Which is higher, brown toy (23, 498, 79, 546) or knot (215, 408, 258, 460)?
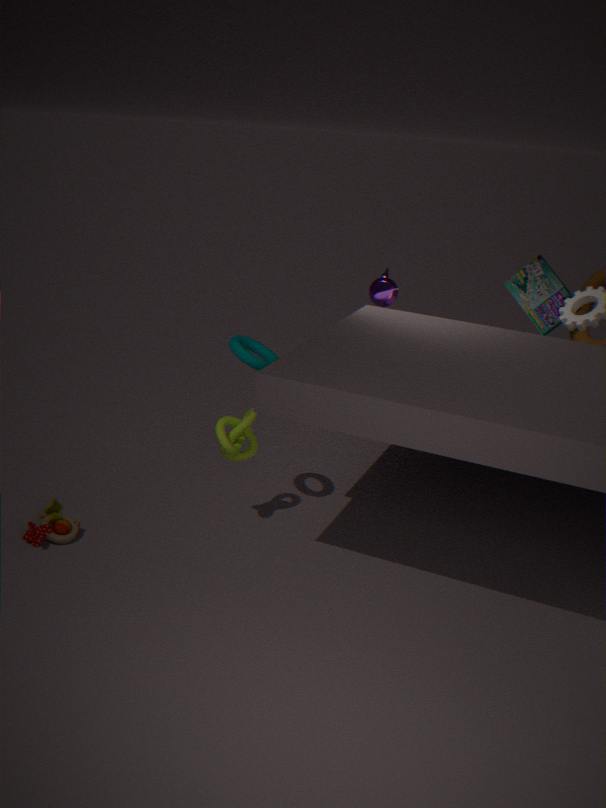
knot (215, 408, 258, 460)
